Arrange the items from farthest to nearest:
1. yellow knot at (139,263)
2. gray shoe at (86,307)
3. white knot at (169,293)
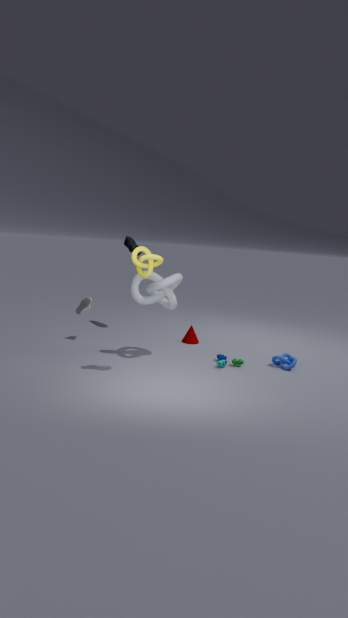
gray shoe at (86,307) → white knot at (169,293) → yellow knot at (139,263)
